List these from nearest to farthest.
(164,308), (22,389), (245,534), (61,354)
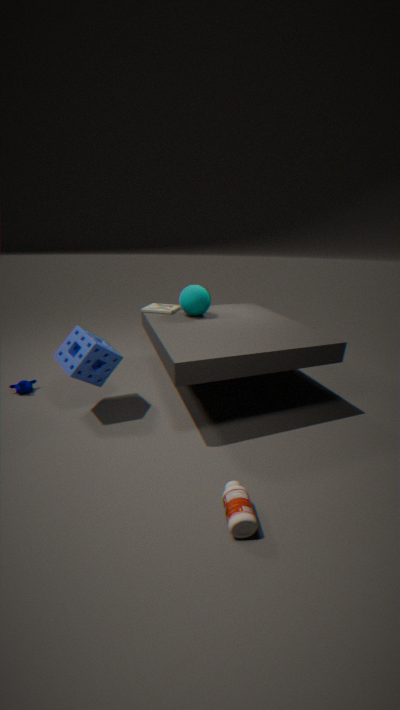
(245,534) → (61,354) → (22,389) → (164,308)
